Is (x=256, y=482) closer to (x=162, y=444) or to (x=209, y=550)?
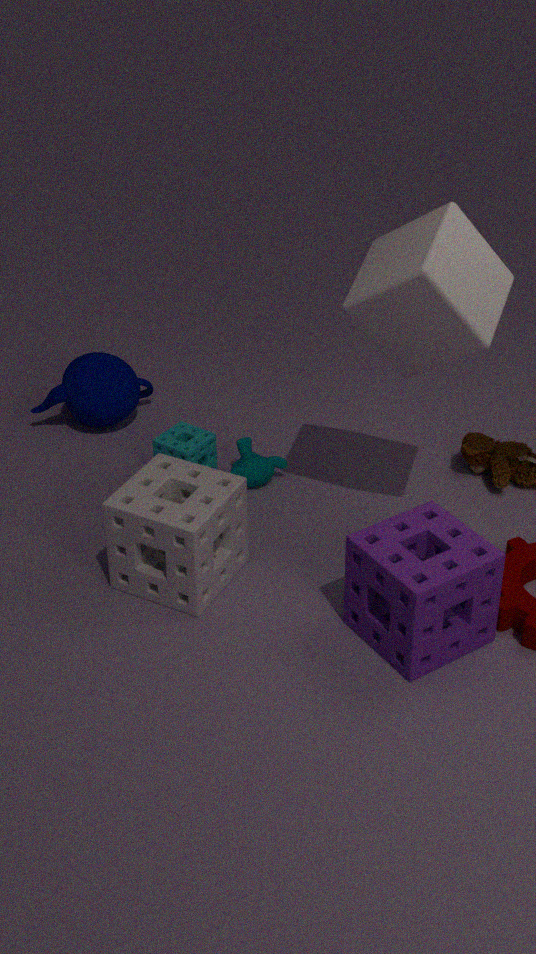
(x=162, y=444)
